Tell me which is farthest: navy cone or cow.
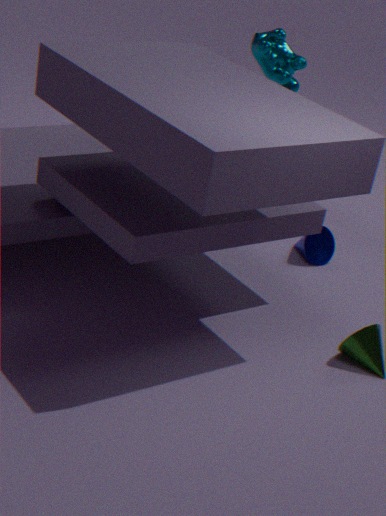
cow
